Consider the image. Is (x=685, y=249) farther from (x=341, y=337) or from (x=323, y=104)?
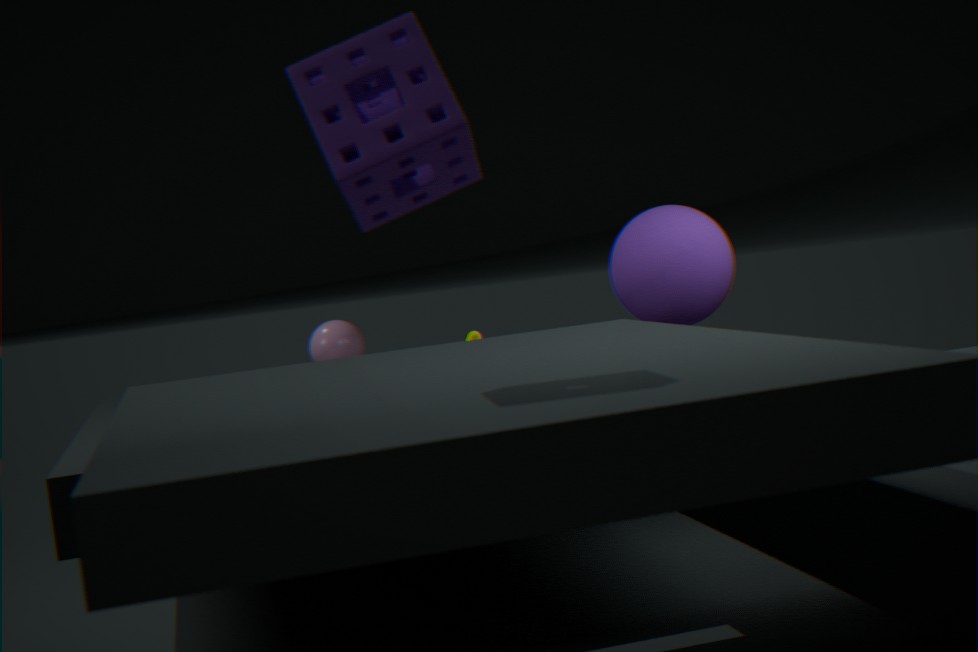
(x=323, y=104)
